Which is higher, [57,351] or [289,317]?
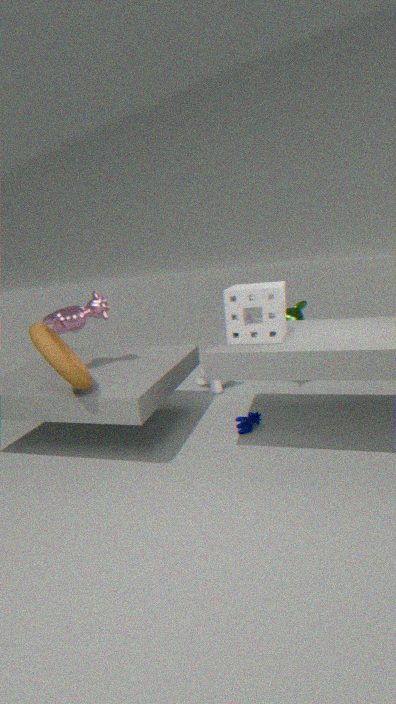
[57,351]
